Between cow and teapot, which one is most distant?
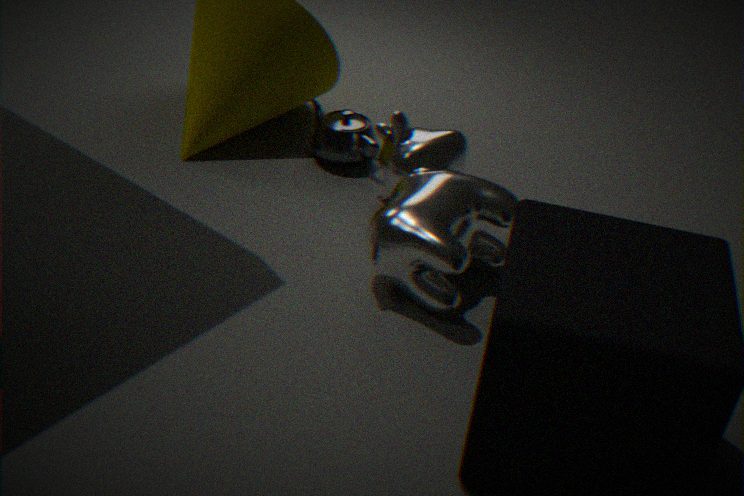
teapot
